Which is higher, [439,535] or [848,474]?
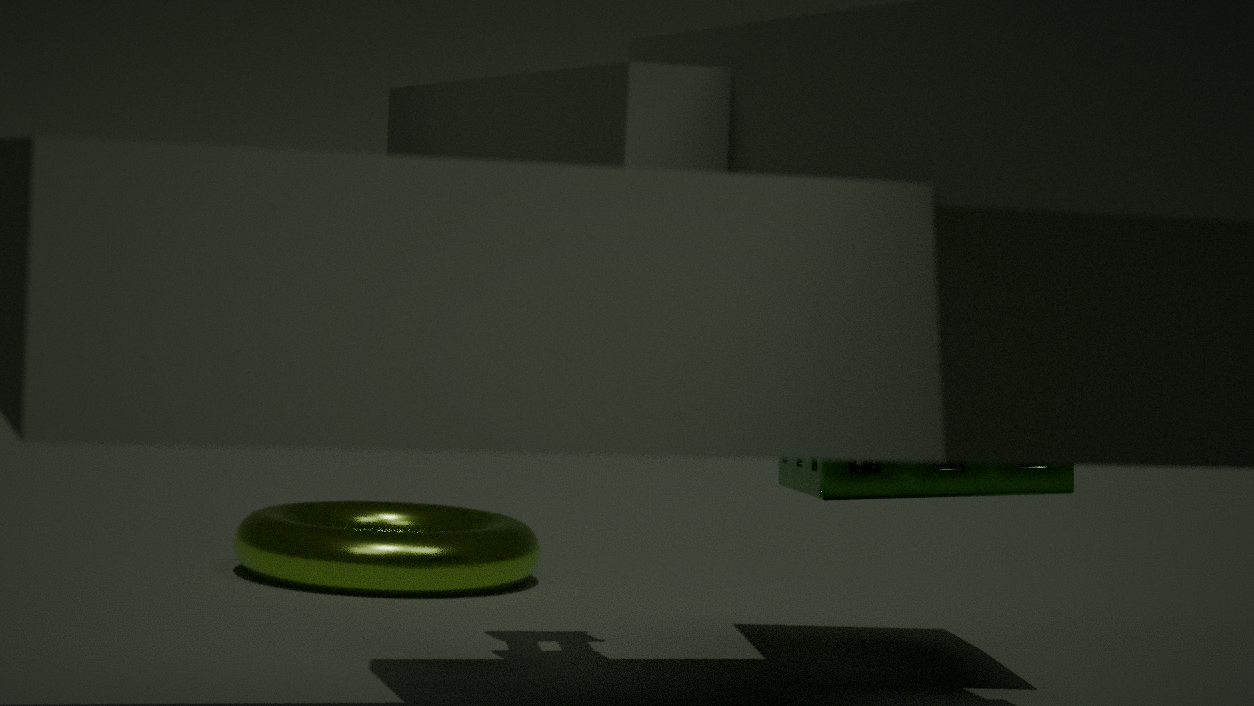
[848,474]
